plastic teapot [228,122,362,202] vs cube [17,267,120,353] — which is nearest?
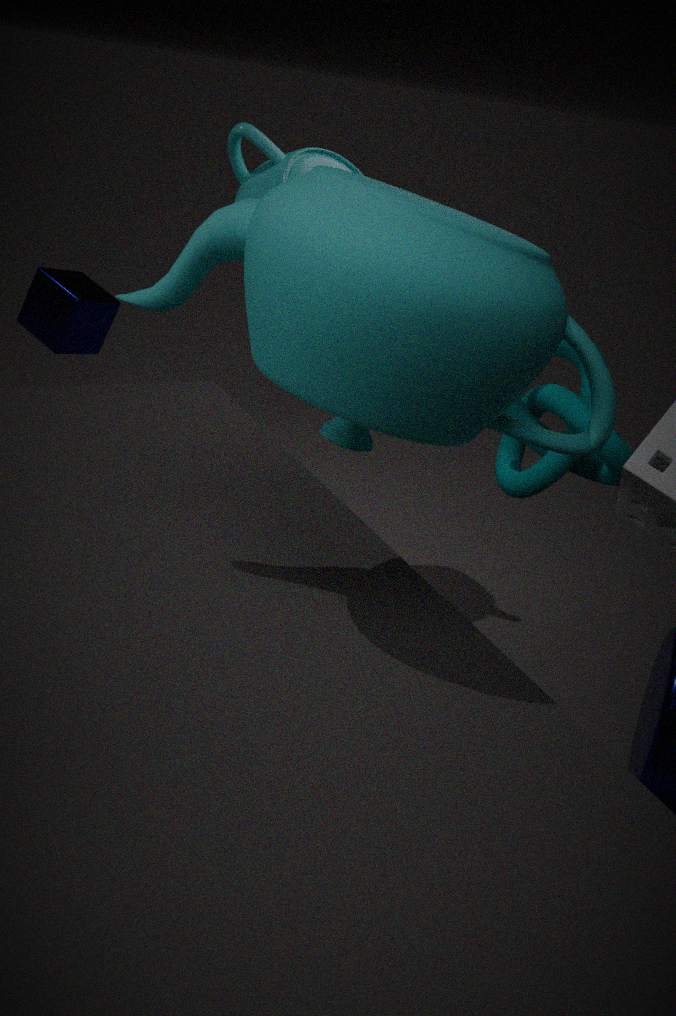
plastic teapot [228,122,362,202]
